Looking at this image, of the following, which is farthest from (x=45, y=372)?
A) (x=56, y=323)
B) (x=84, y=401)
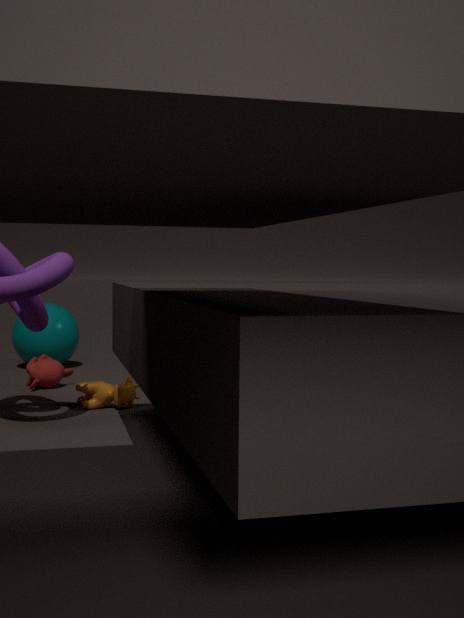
Answer: (x=56, y=323)
